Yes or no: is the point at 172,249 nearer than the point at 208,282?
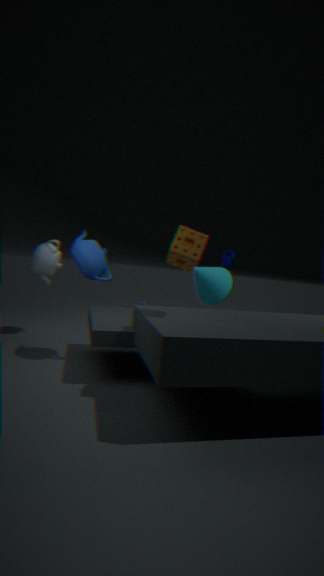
Yes
